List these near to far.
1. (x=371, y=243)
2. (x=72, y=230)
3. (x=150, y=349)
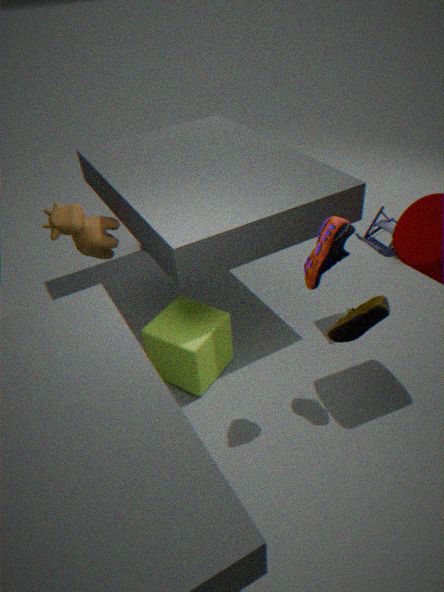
(x=150, y=349), (x=72, y=230), (x=371, y=243)
